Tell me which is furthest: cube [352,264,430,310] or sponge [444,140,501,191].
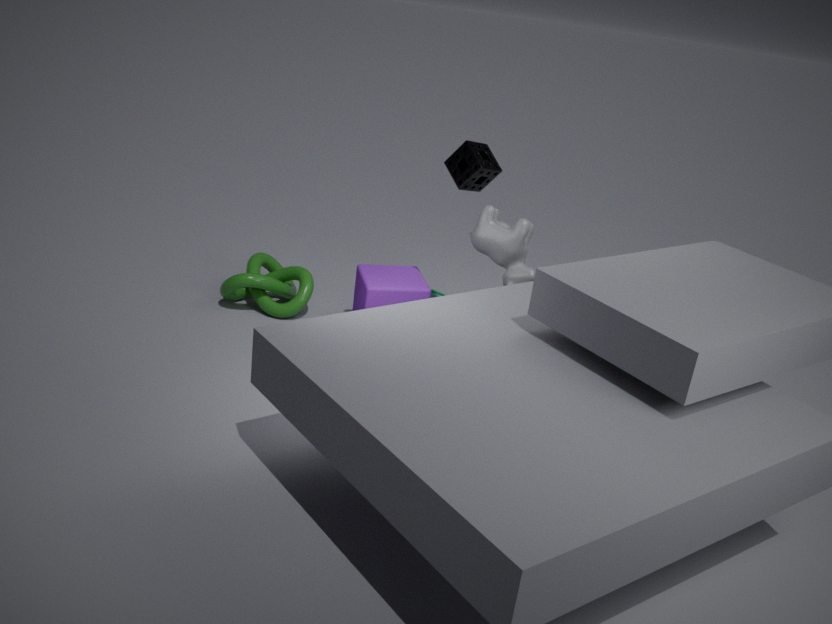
cube [352,264,430,310]
